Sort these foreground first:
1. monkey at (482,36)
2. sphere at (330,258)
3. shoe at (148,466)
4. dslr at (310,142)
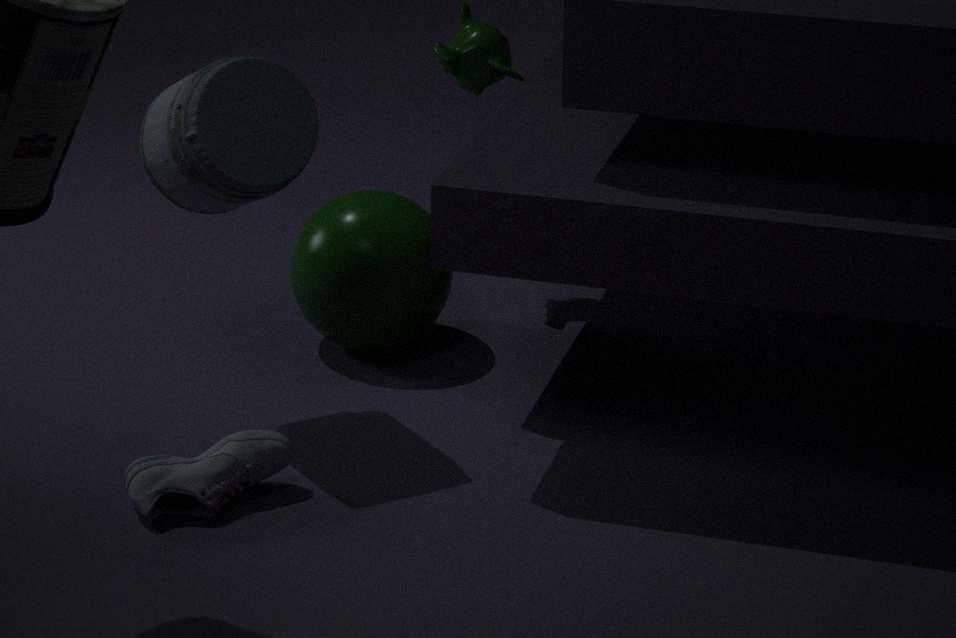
shoe at (148,466)
dslr at (310,142)
sphere at (330,258)
monkey at (482,36)
